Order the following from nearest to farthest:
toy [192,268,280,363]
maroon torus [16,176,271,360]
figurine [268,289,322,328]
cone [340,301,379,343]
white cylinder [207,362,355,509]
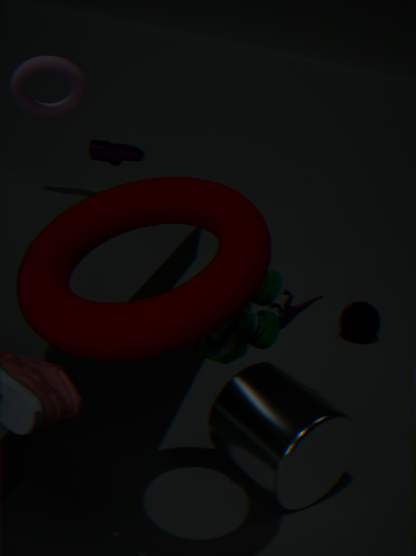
maroon torus [16,176,271,360] < toy [192,268,280,363] < white cylinder [207,362,355,509] < figurine [268,289,322,328] < cone [340,301,379,343]
